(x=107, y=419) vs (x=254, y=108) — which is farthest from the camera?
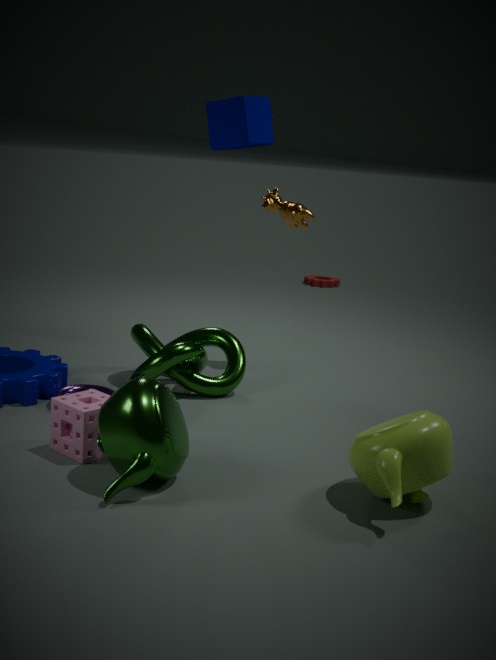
(x=254, y=108)
